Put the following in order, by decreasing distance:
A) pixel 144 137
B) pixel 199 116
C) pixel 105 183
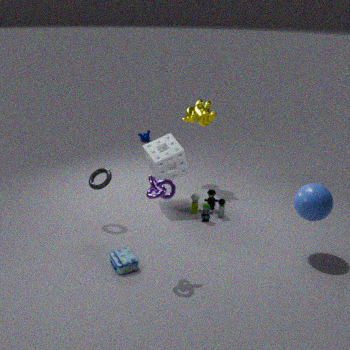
pixel 144 137 → pixel 199 116 → pixel 105 183
